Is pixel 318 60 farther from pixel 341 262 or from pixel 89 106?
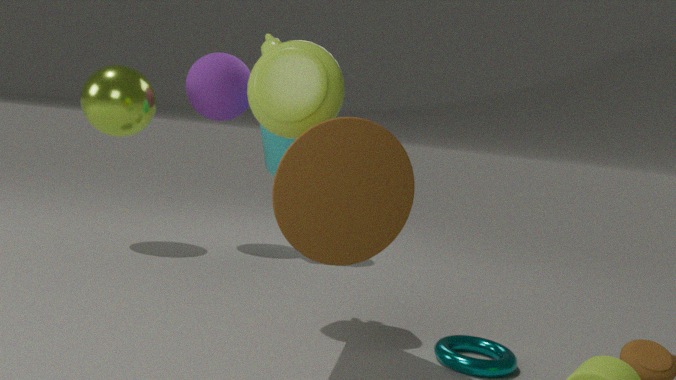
pixel 89 106
